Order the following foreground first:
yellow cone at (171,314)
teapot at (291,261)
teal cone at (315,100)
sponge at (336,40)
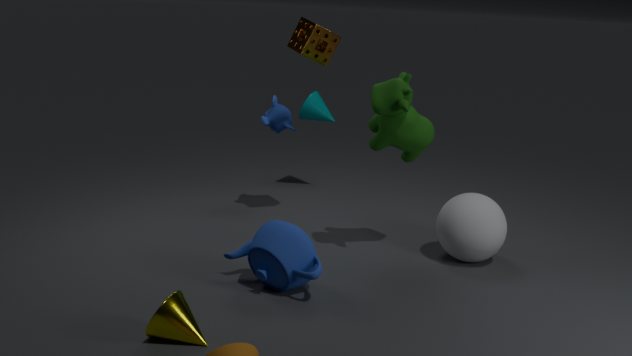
yellow cone at (171,314) < teapot at (291,261) < sponge at (336,40) < teal cone at (315,100)
